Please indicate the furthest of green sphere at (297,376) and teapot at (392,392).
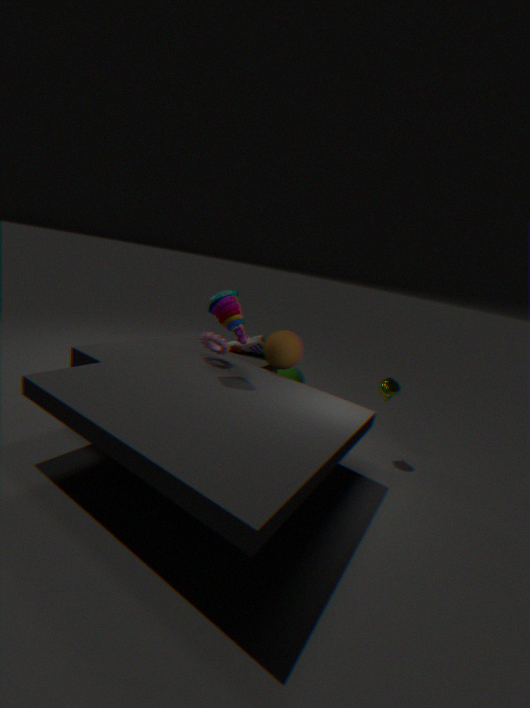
green sphere at (297,376)
